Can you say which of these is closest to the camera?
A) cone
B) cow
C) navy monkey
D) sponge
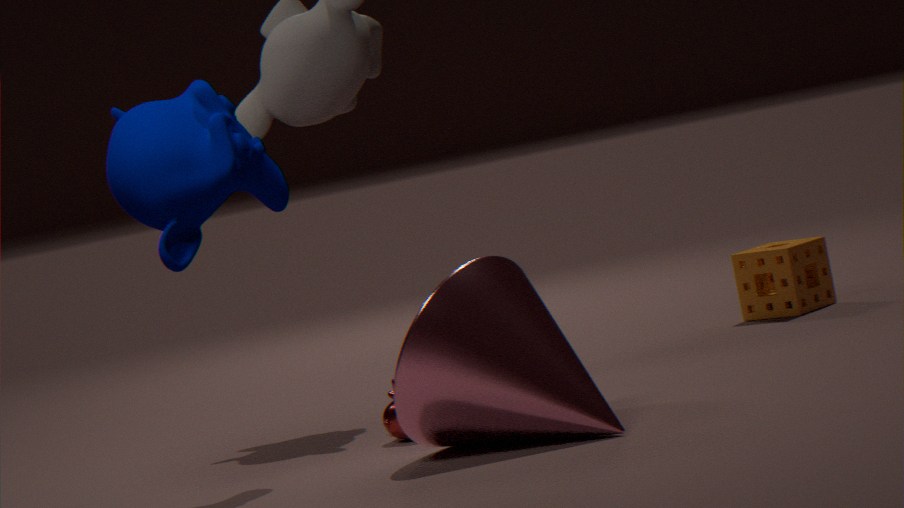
cone
